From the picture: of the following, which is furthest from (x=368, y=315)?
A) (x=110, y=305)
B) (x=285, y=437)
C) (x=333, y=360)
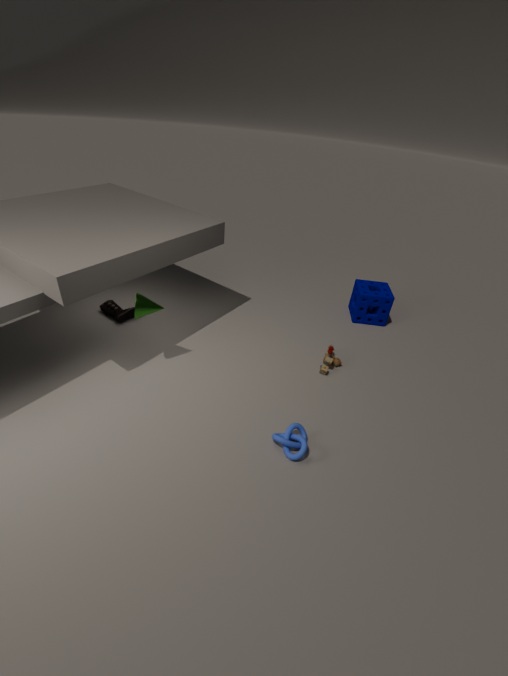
(x=110, y=305)
